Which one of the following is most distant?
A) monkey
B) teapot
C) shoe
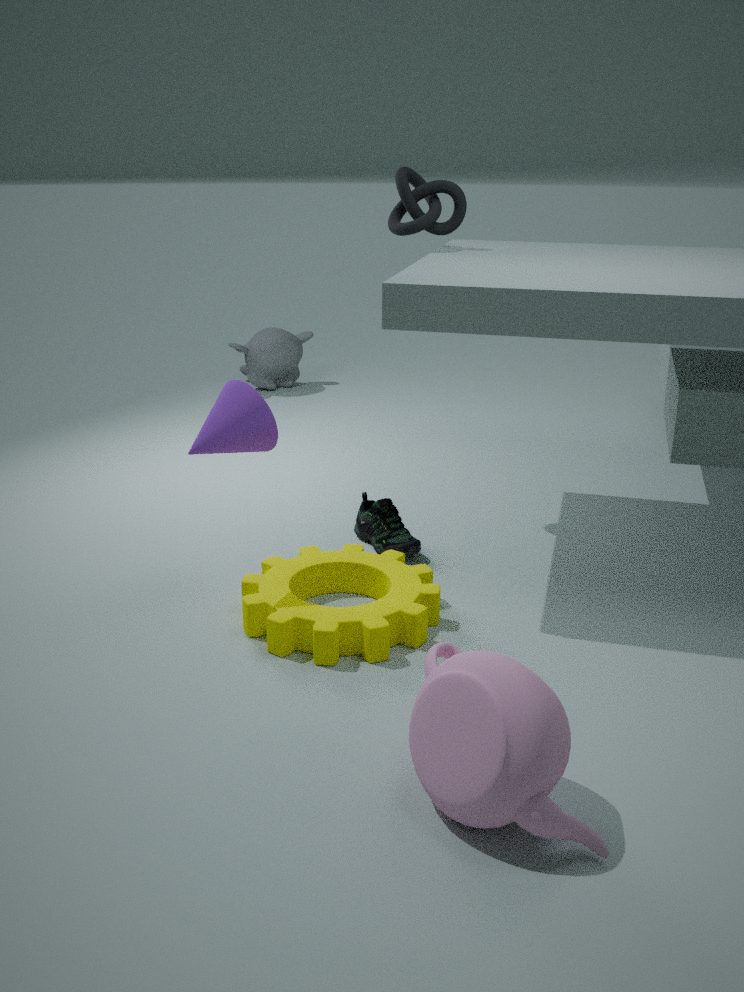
monkey
